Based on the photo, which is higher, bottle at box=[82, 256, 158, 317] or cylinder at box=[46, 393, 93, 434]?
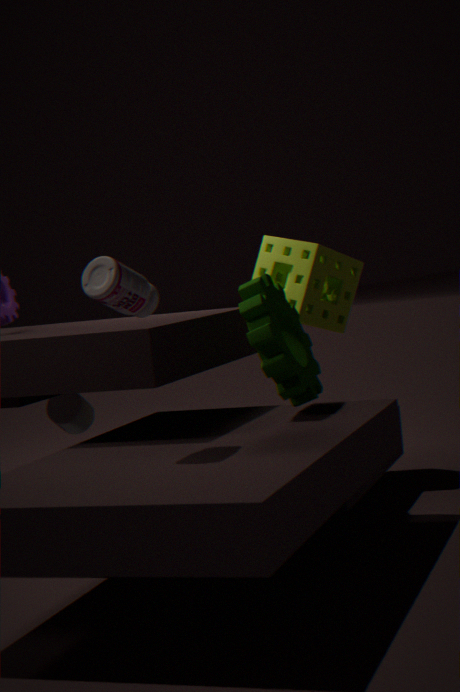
bottle at box=[82, 256, 158, 317]
